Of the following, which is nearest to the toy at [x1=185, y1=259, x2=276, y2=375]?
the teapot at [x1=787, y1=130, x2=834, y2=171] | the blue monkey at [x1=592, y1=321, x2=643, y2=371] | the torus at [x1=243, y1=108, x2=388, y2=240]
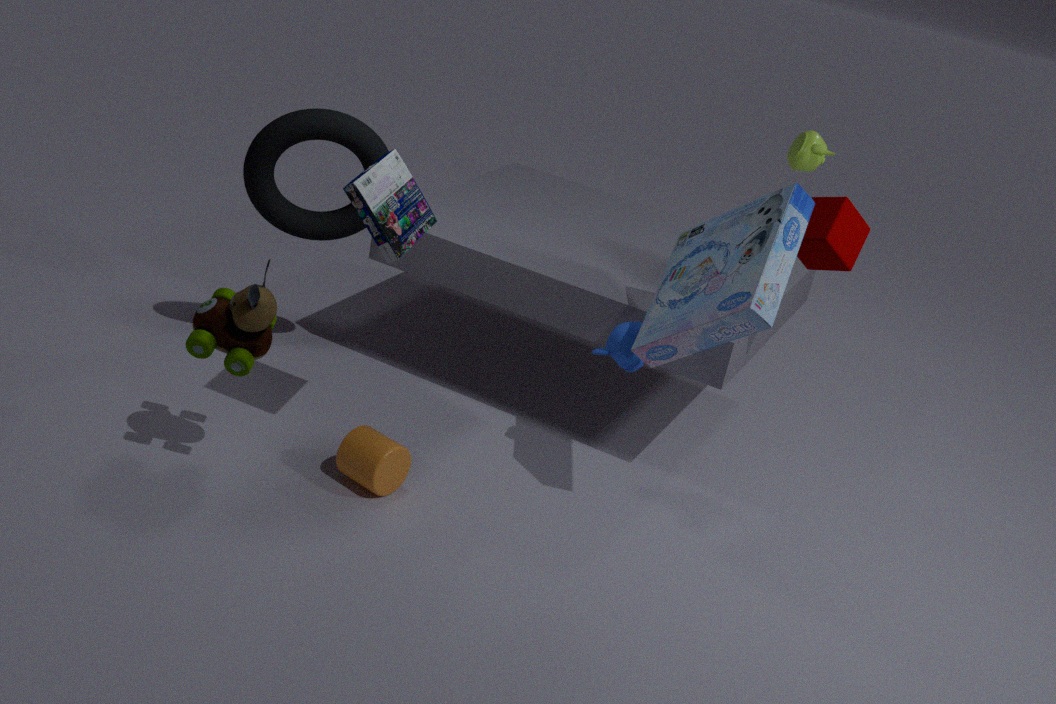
the torus at [x1=243, y1=108, x2=388, y2=240]
